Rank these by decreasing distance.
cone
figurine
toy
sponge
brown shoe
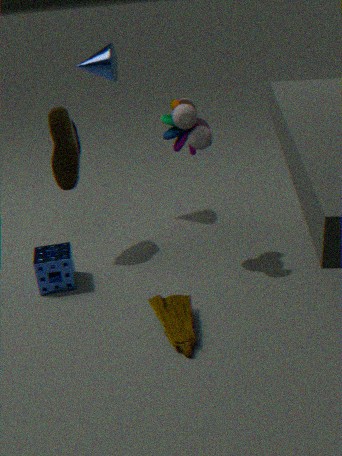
cone < brown shoe < sponge < toy < figurine
